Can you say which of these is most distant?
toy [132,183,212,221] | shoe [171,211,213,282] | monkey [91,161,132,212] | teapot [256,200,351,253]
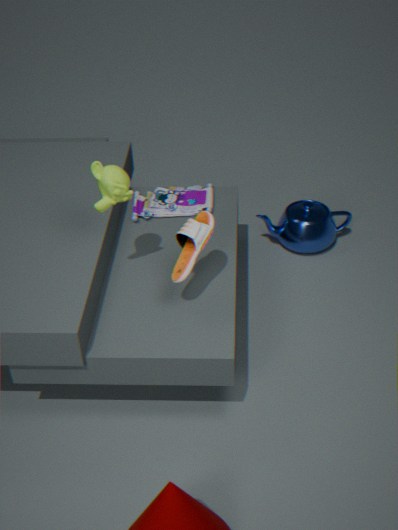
teapot [256,200,351,253]
